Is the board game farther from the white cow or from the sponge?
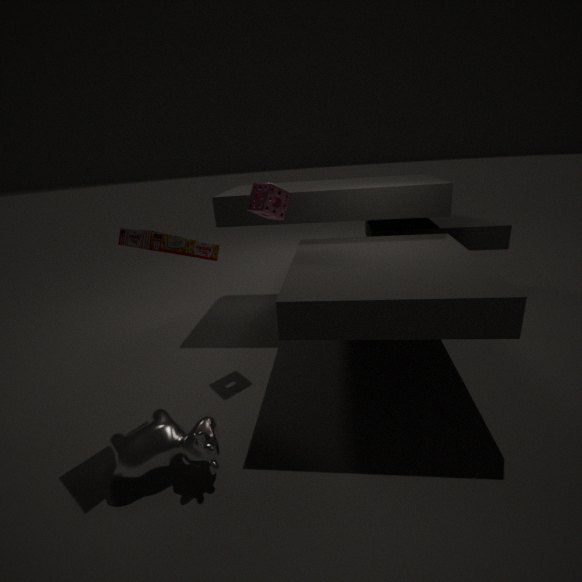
the white cow
